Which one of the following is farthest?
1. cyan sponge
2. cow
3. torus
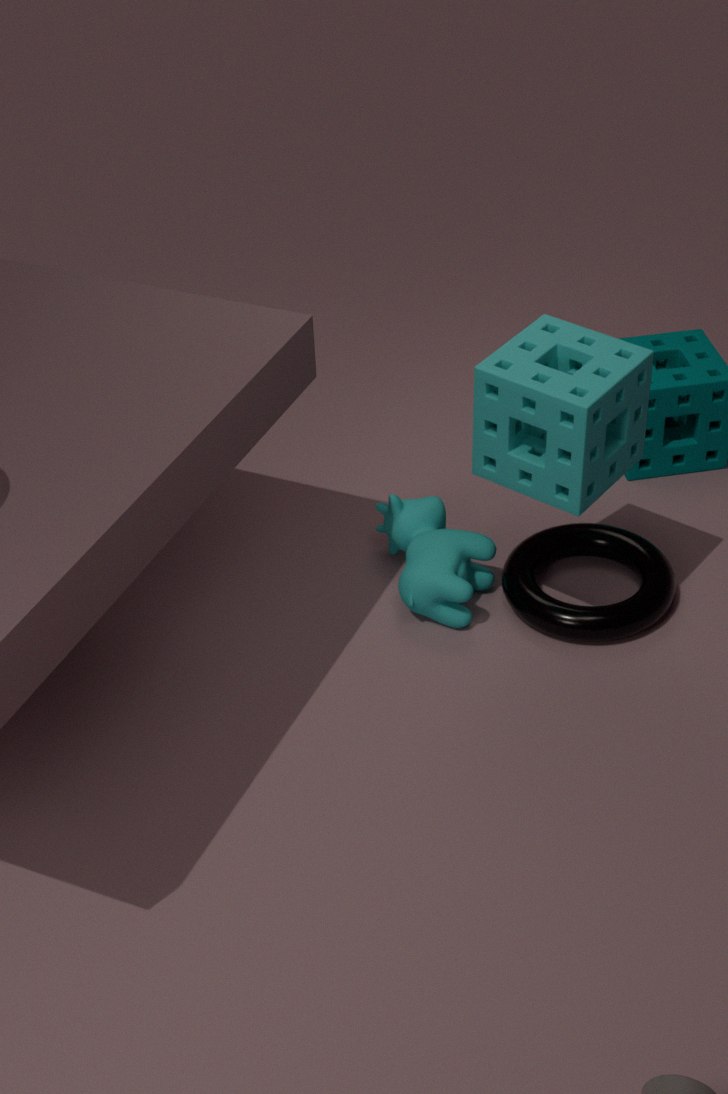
cow
